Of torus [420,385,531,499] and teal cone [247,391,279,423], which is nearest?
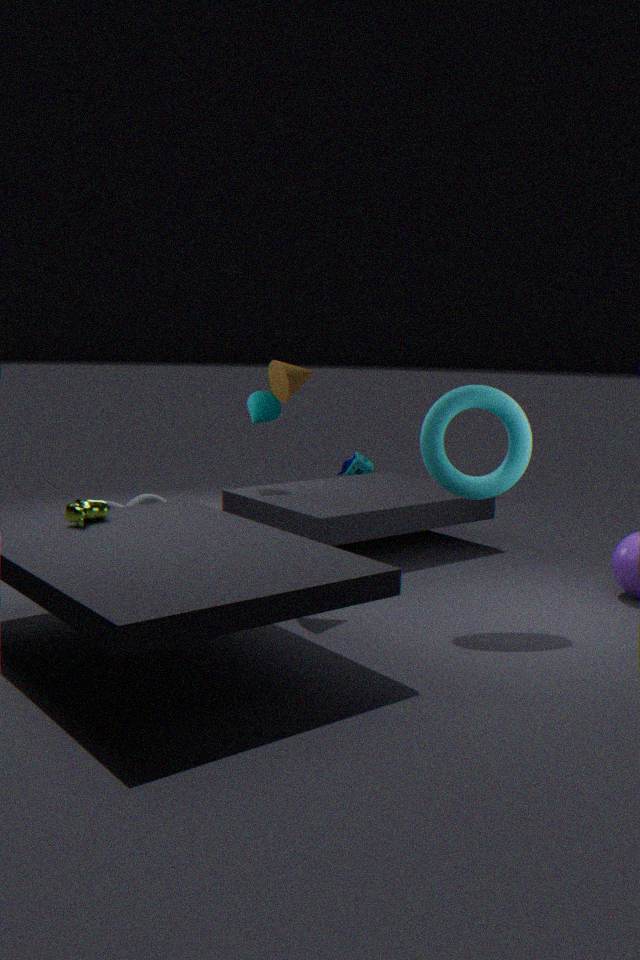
torus [420,385,531,499]
